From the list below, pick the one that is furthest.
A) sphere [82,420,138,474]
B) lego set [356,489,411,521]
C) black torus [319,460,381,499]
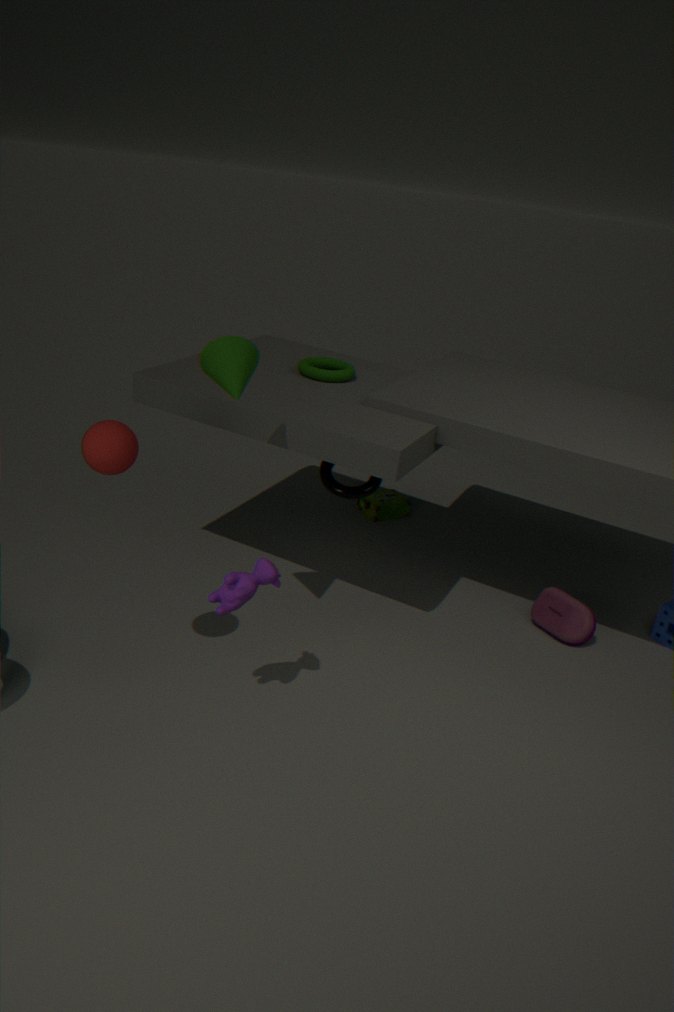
lego set [356,489,411,521]
